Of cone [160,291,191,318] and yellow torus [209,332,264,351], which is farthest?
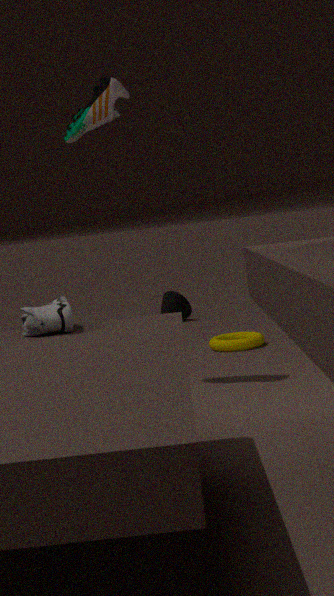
cone [160,291,191,318]
